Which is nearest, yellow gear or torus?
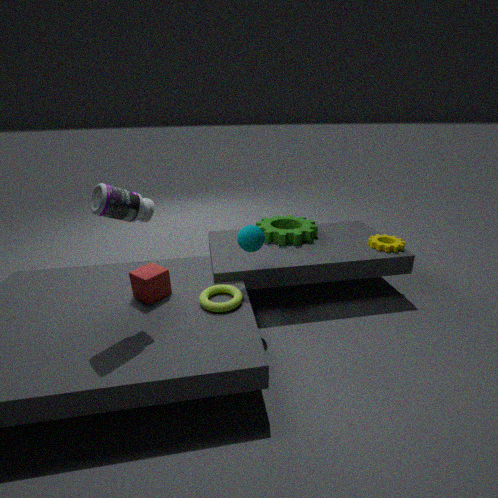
torus
